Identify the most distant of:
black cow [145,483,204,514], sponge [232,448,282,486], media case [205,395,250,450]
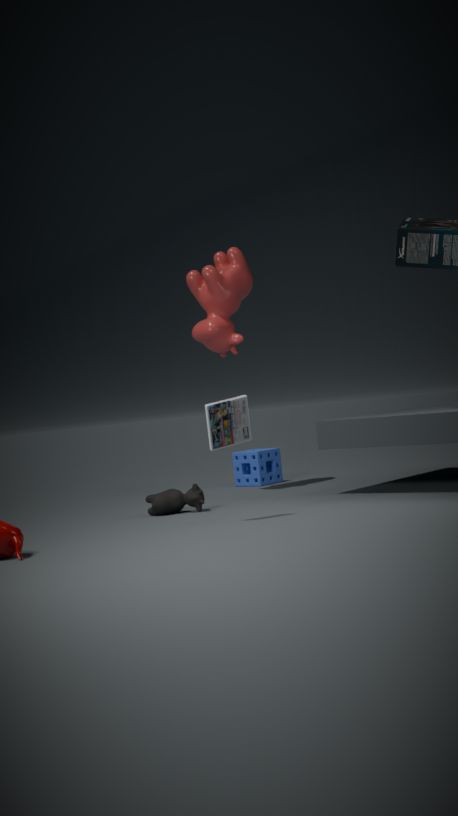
sponge [232,448,282,486]
